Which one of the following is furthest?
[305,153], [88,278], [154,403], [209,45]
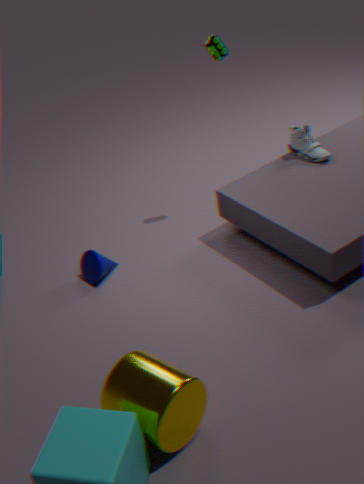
[305,153]
